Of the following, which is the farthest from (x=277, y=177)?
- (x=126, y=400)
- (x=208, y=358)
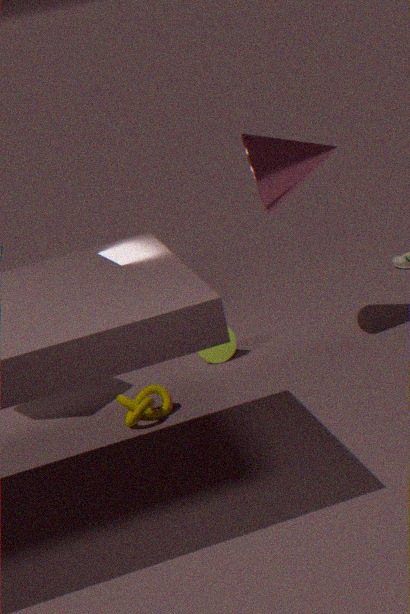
(x=126, y=400)
